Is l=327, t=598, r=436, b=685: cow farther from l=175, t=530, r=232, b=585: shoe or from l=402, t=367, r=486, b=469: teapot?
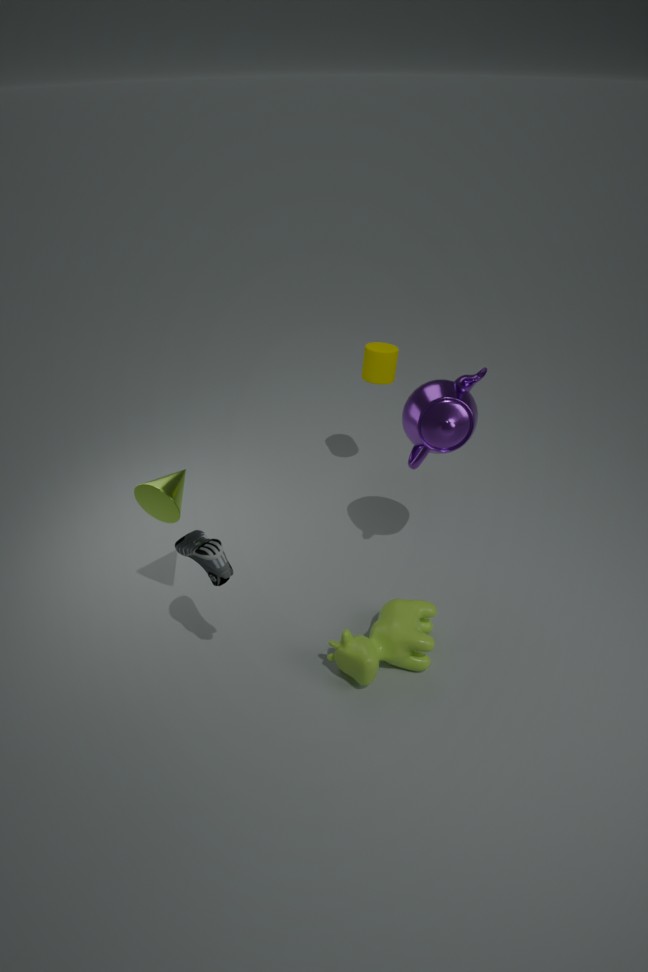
l=402, t=367, r=486, b=469: teapot
